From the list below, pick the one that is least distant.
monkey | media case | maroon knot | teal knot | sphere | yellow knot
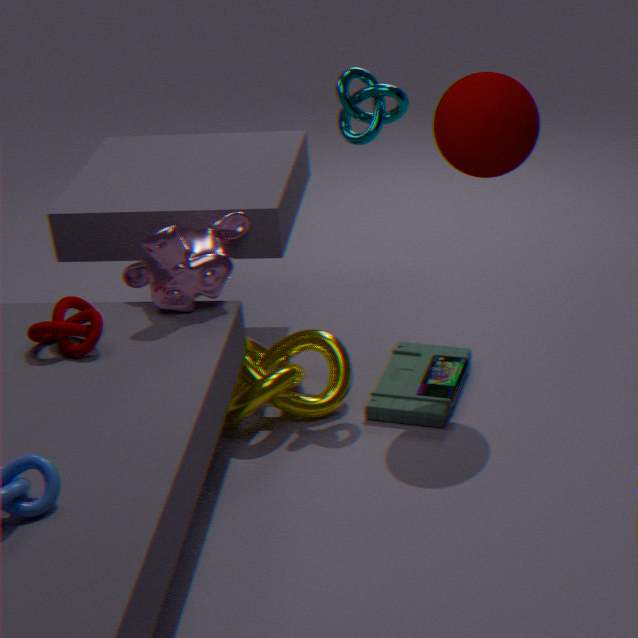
sphere
